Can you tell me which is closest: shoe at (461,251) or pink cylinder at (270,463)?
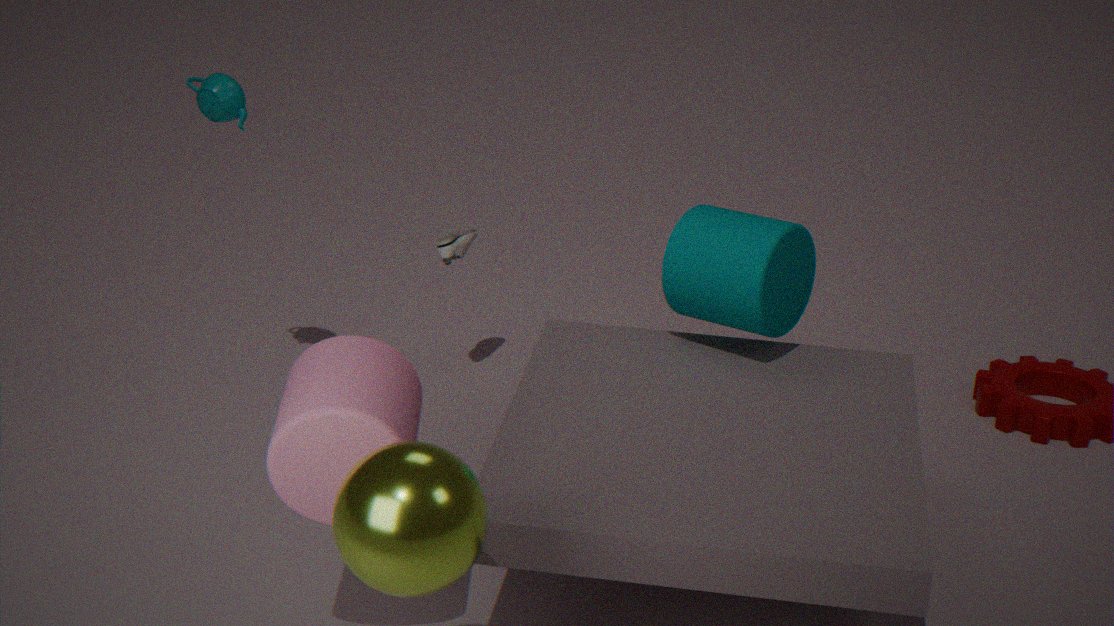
pink cylinder at (270,463)
